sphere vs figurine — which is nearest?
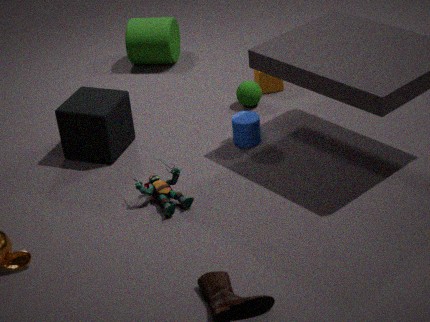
figurine
